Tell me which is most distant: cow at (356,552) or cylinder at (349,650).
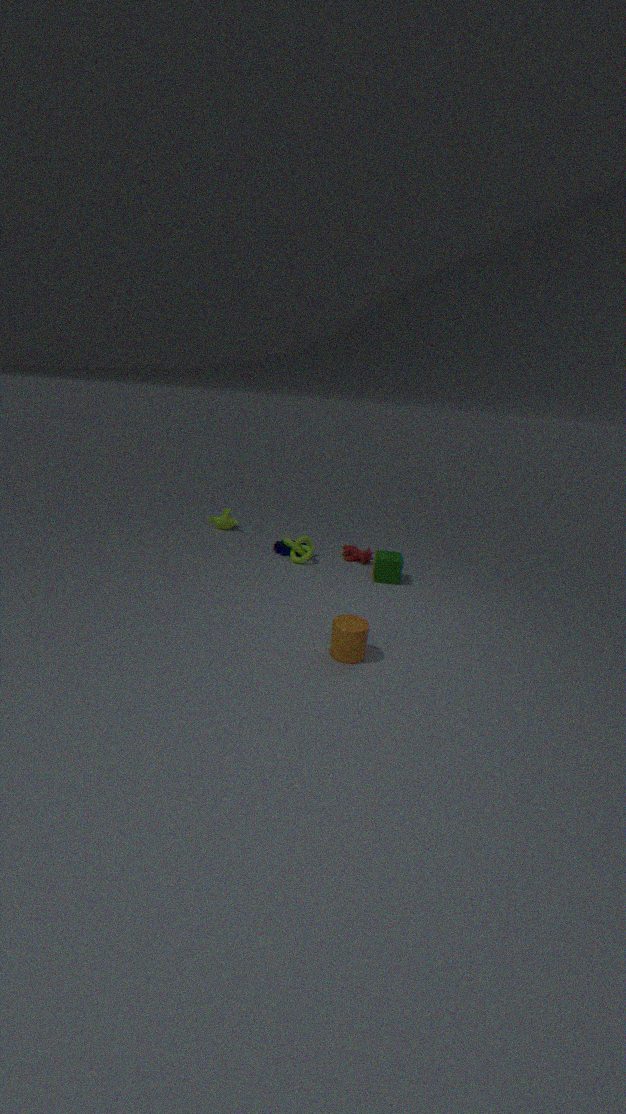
cow at (356,552)
